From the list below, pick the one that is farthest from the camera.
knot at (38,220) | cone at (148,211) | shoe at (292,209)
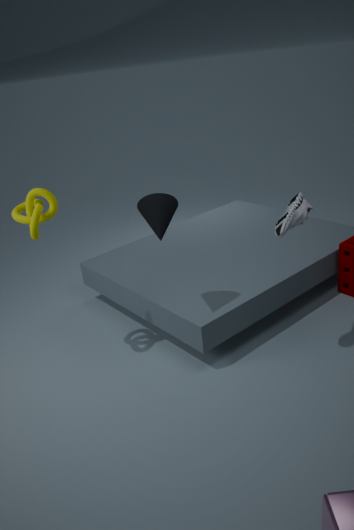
knot at (38,220)
